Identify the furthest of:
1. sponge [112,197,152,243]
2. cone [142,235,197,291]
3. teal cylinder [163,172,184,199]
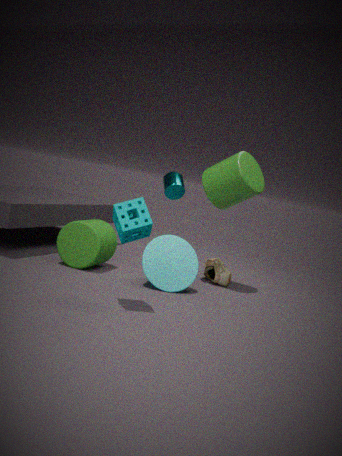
teal cylinder [163,172,184,199]
